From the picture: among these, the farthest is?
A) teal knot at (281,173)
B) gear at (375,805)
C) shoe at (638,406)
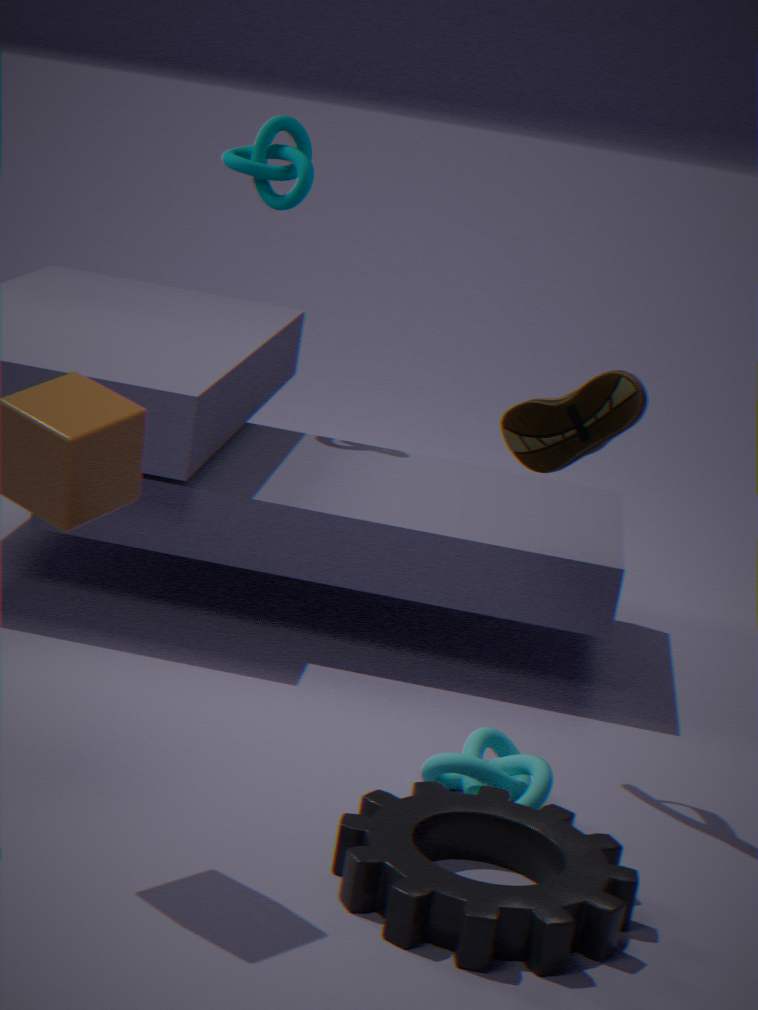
teal knot at (281,173)
